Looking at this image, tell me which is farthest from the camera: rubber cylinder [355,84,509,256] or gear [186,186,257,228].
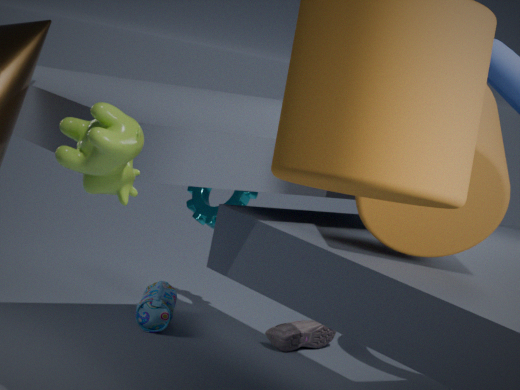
gear [186,186,257,228]
